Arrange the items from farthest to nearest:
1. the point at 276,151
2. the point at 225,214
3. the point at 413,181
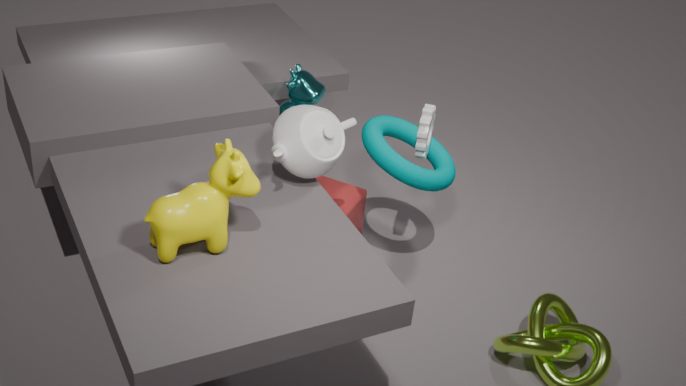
the point at 413,181, the point at 276,151, the point at 225,214
